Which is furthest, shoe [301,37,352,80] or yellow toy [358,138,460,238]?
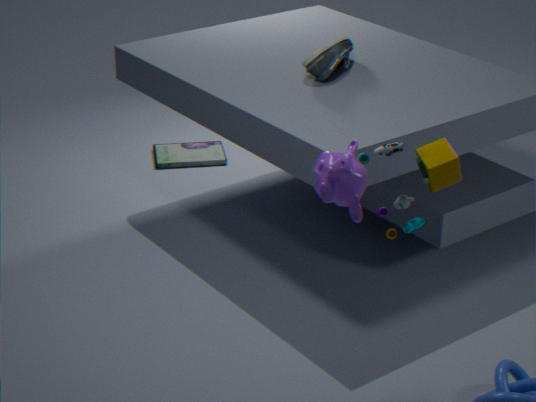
shoe [301,37,352,80]
